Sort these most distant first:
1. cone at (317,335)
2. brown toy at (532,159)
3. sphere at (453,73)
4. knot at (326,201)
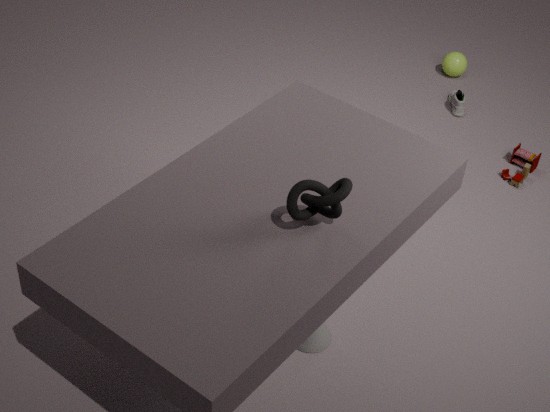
sphere at (453,73) < brown toy at (532,159) < cone at (317,335) < knot at (326,201)
